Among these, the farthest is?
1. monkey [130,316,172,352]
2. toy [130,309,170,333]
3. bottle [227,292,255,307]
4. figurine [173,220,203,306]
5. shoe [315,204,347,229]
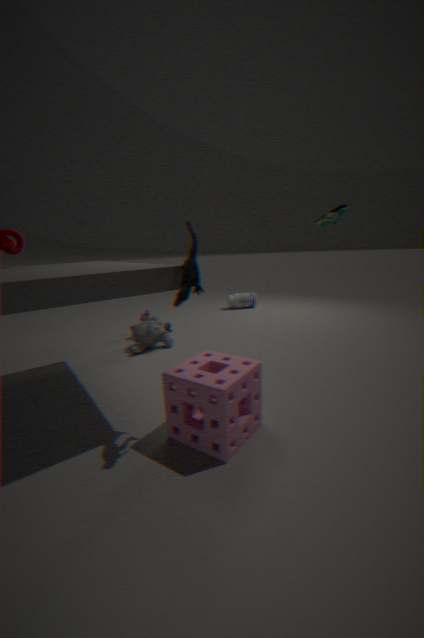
bottle [227,292,255,307]
